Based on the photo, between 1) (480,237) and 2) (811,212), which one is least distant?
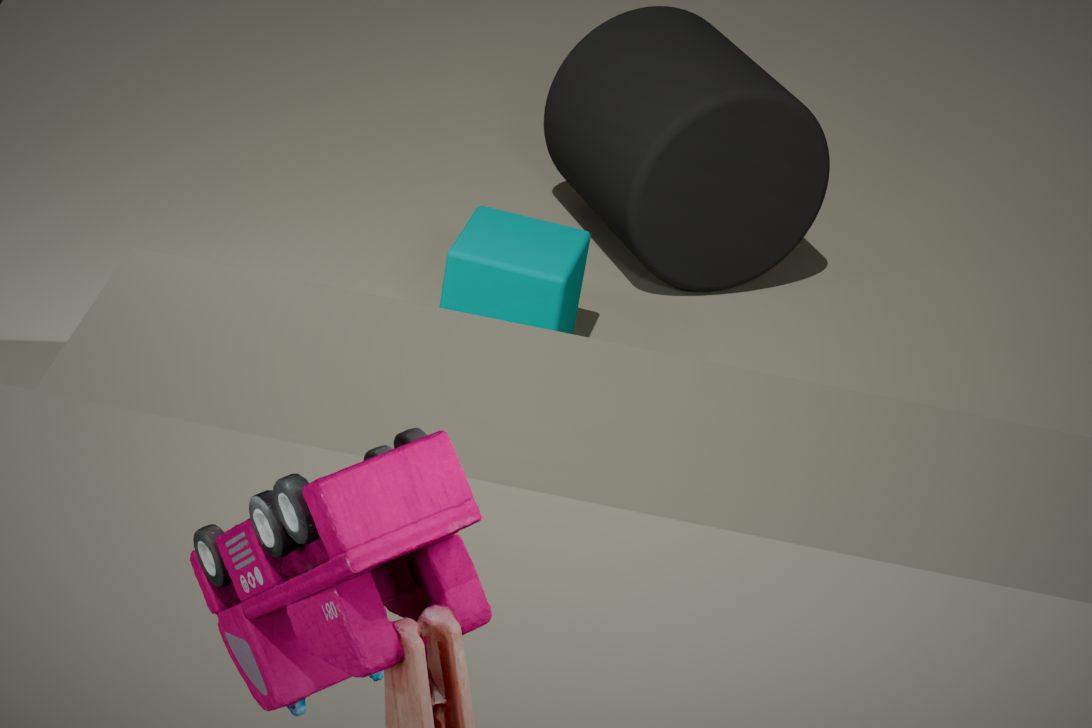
1. (480,237)
